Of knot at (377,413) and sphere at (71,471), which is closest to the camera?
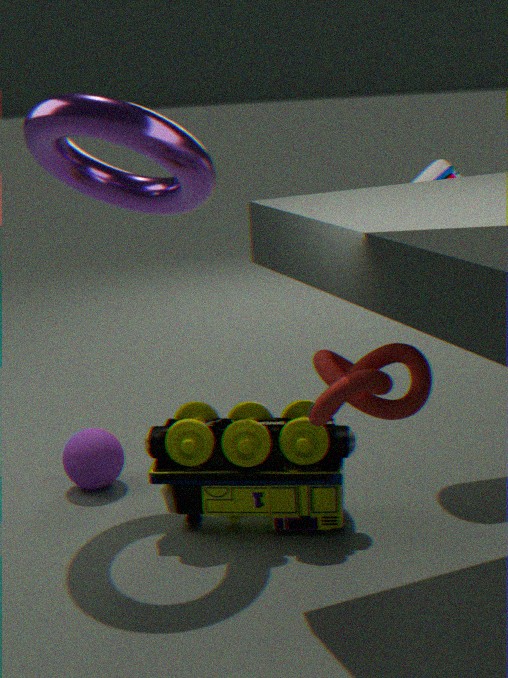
knot at (377,413)
